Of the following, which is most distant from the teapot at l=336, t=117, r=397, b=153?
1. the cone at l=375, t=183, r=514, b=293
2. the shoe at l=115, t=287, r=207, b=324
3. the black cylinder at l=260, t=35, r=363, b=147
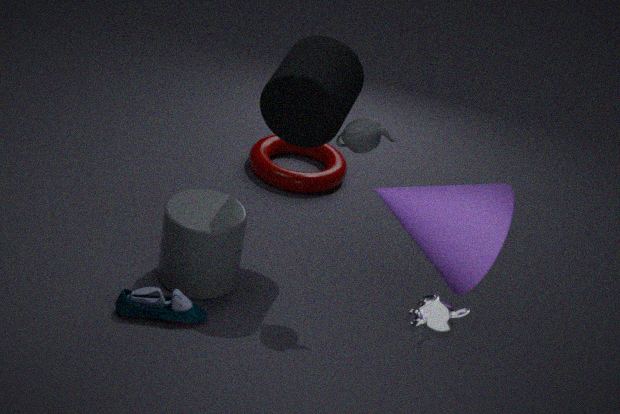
the shoe at l=115, t=287, r=207, b=324
